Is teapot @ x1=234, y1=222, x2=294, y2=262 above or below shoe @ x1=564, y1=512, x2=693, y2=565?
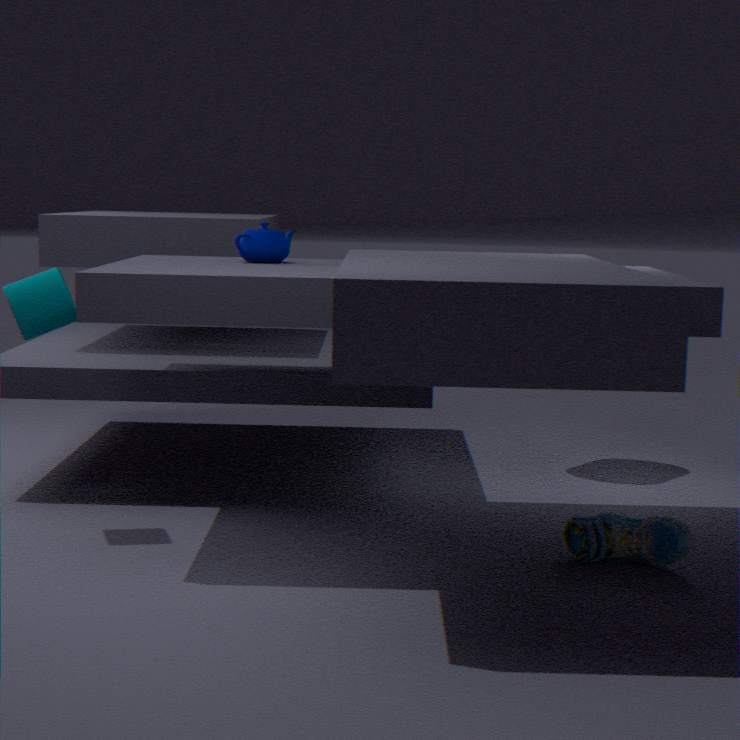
above
